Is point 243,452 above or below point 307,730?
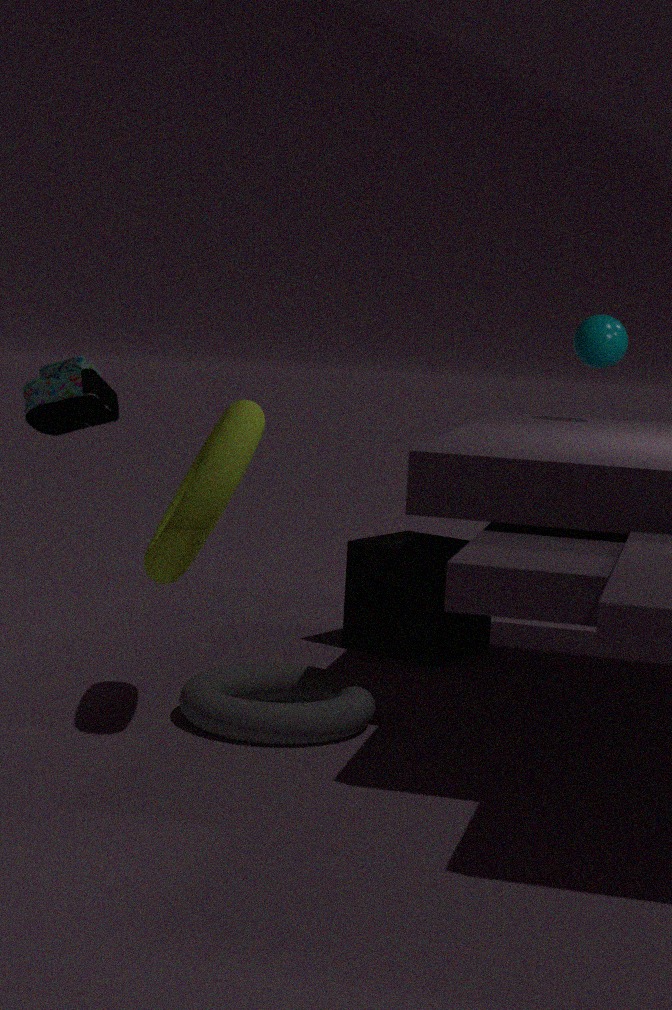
above
